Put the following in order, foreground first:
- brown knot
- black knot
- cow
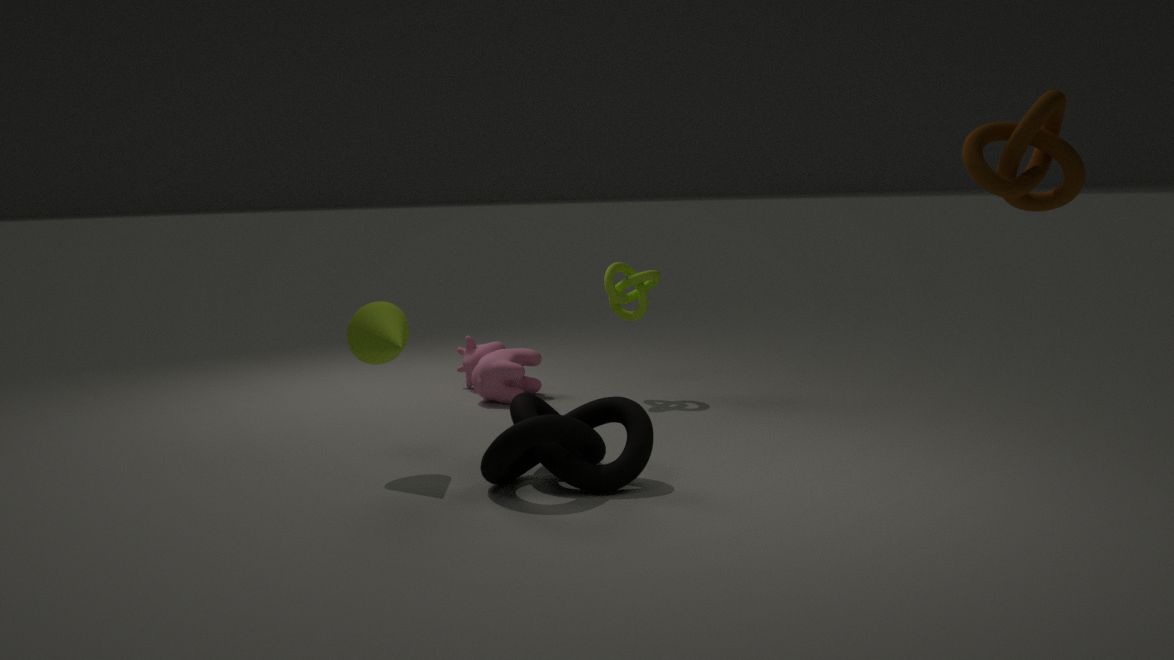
brown knot
black knot
cow
